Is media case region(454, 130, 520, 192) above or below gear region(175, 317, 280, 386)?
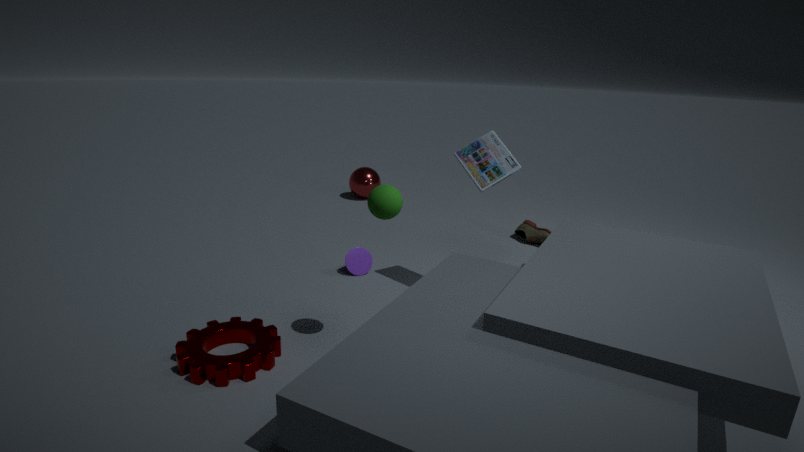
above
